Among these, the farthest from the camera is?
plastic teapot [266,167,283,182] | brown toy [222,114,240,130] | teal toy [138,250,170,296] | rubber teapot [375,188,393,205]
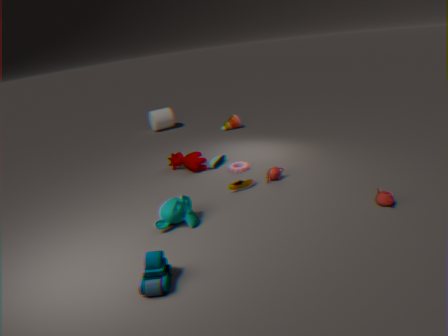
brown toy [222,114,240,130]
